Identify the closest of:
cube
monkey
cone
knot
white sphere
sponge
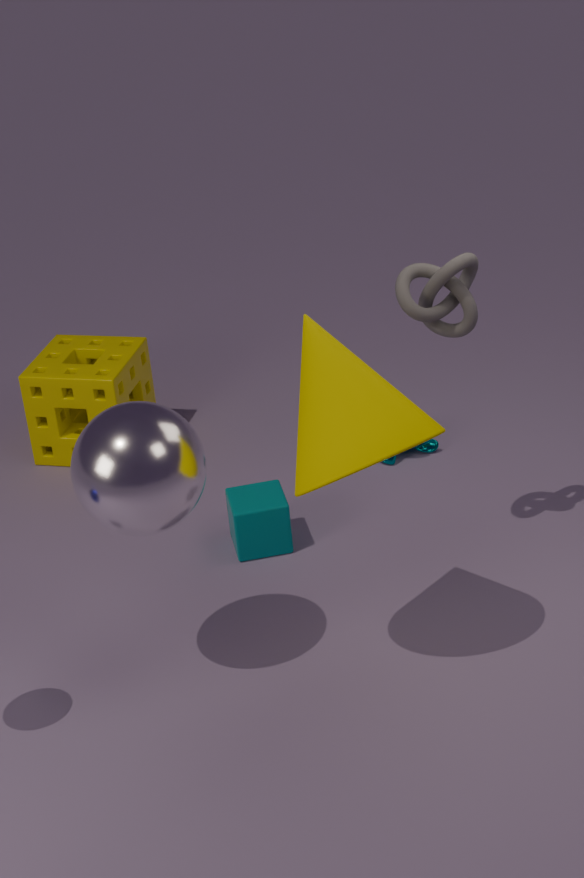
cone
